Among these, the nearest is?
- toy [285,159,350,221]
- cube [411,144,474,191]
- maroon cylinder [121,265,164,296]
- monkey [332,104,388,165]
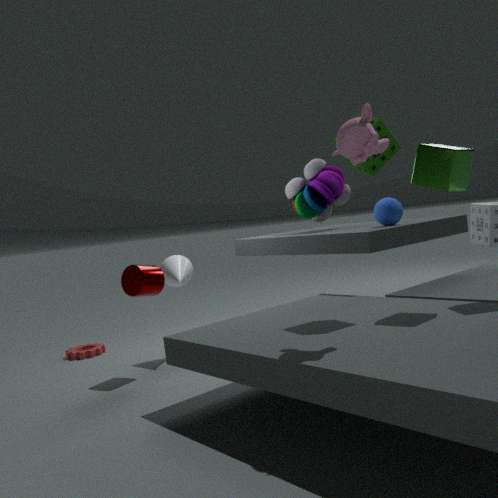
monkey [332,104,388,165]
